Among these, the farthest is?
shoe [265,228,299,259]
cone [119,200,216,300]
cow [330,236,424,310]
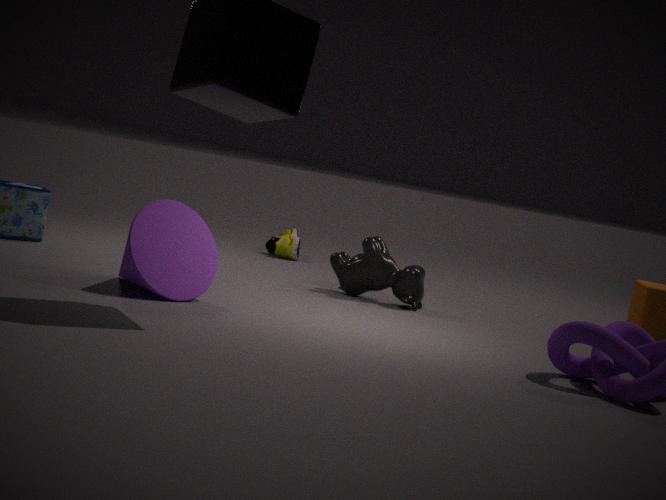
shoe [265,228,299,259]
